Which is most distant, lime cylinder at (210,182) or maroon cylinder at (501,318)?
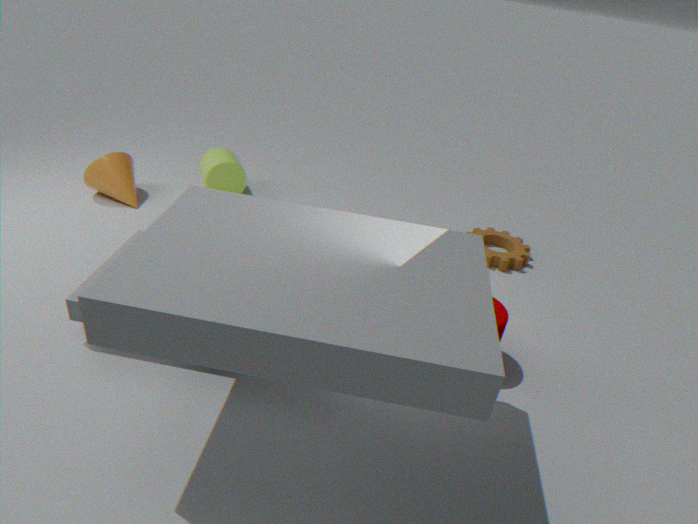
lime cylinder at (210,182)
